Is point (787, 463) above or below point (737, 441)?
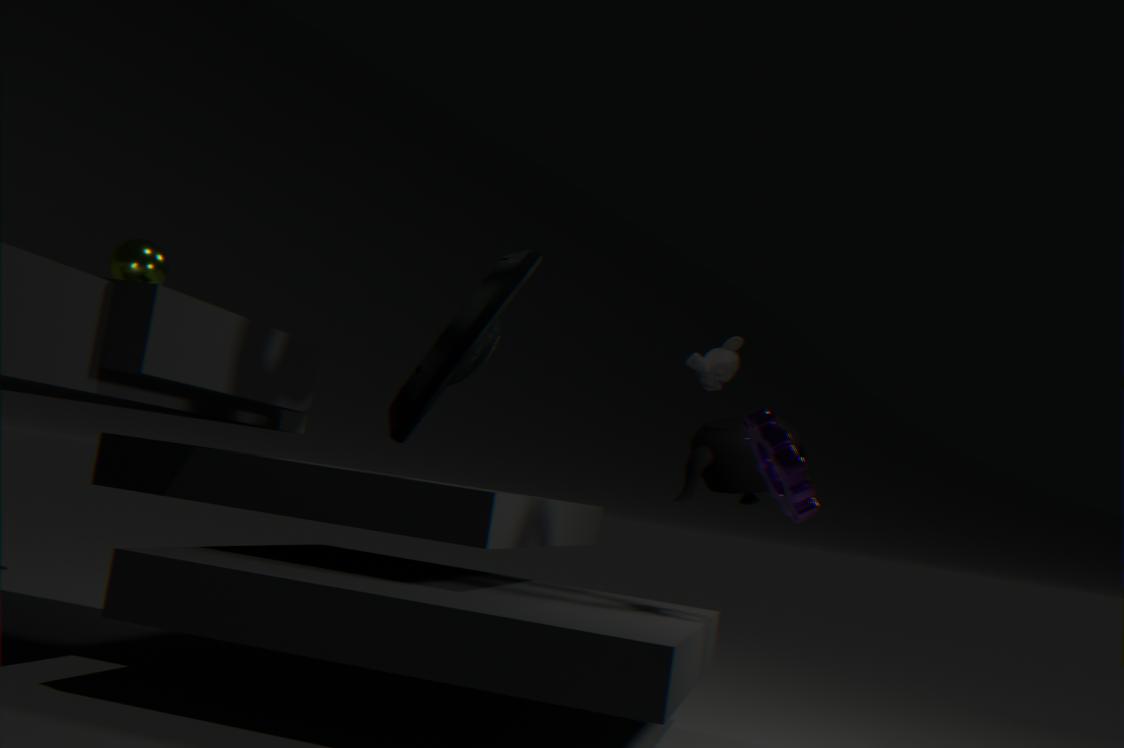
below
